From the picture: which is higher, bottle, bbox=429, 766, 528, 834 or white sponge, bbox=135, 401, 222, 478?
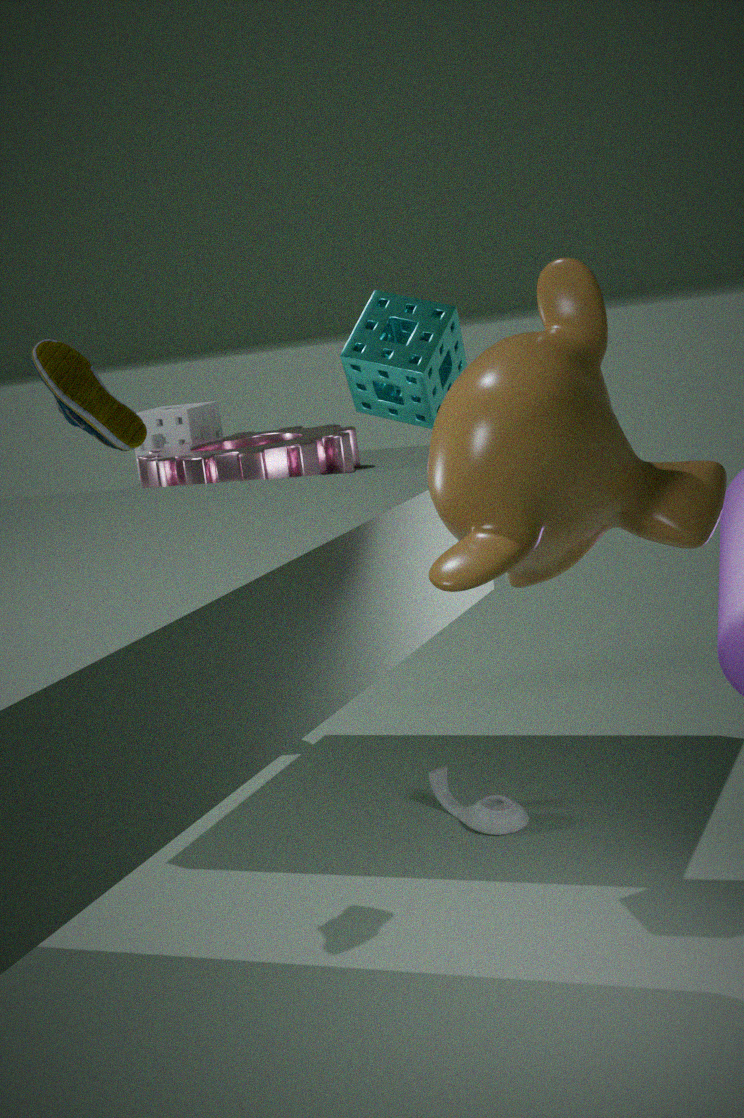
white sponge, bbox=135, 401, 222, 478
